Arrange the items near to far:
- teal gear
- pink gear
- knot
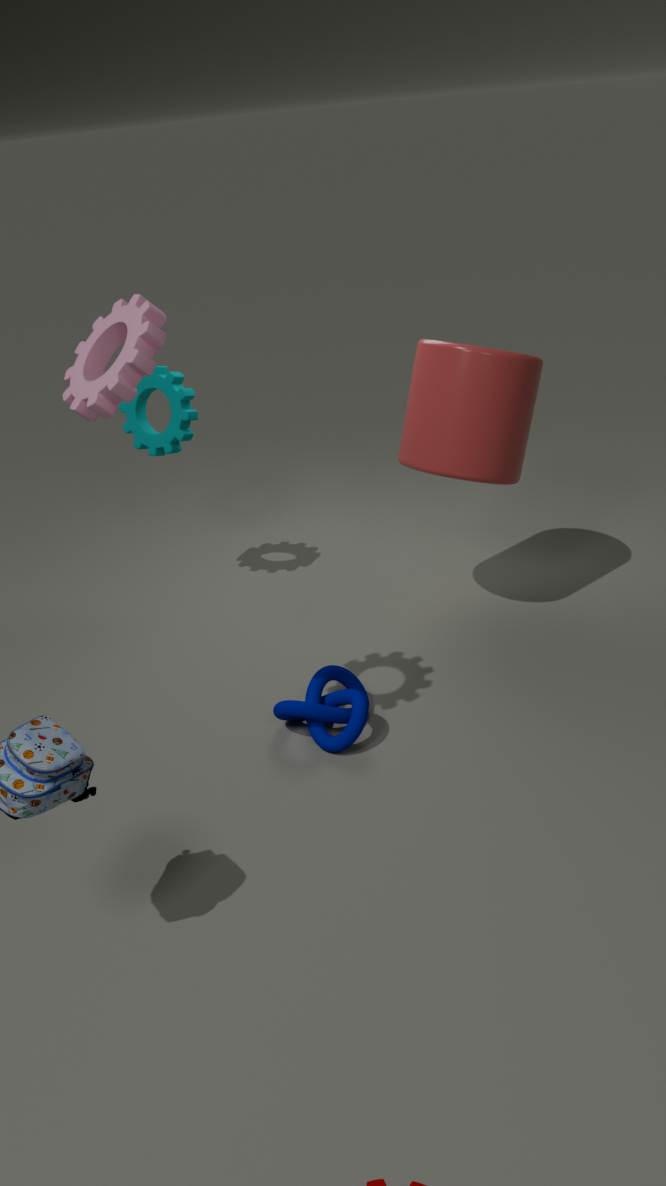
pink gear → knot → teal gear
